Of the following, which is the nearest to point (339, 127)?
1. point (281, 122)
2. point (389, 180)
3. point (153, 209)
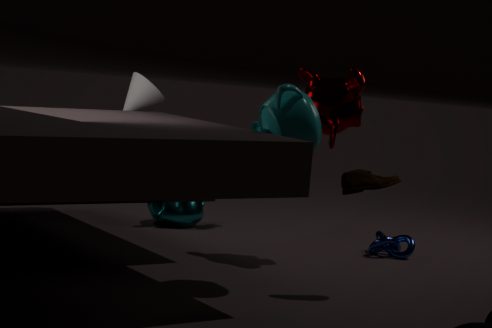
point (281, 122)
